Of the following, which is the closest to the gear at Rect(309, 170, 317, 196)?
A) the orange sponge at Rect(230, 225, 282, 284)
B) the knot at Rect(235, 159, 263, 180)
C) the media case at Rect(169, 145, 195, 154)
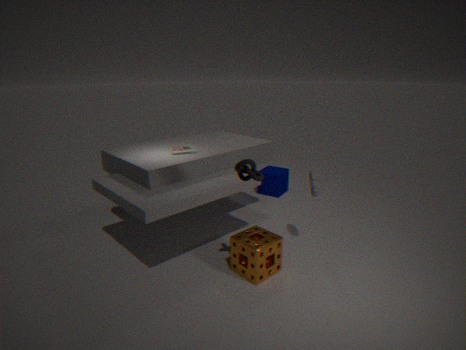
the orange sponge at Rect(230, 225, 282, 284)
